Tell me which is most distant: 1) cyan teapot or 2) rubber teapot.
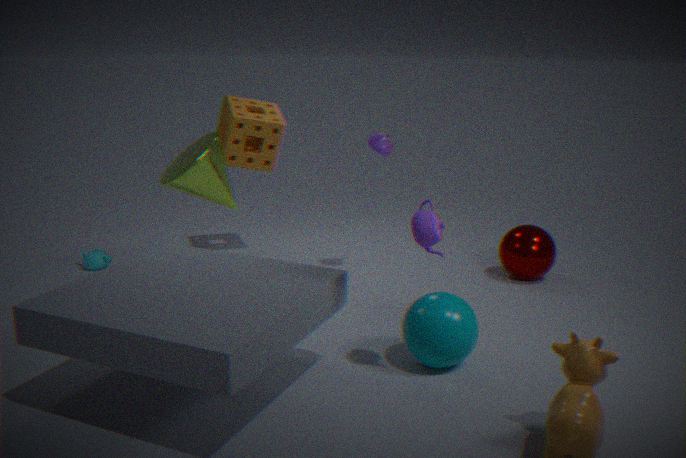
1. cyan teapot
